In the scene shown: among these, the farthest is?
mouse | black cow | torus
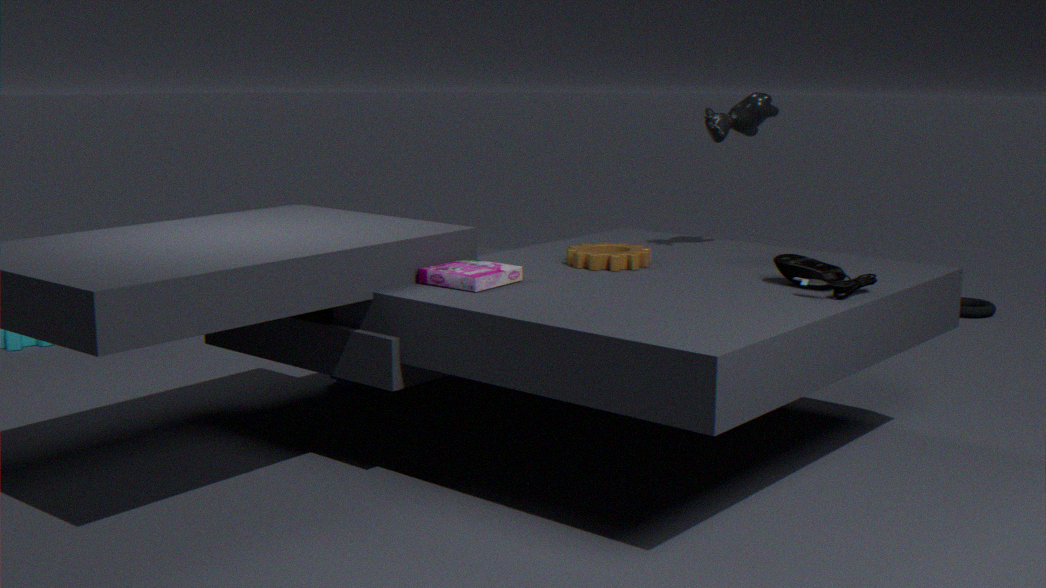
torus
